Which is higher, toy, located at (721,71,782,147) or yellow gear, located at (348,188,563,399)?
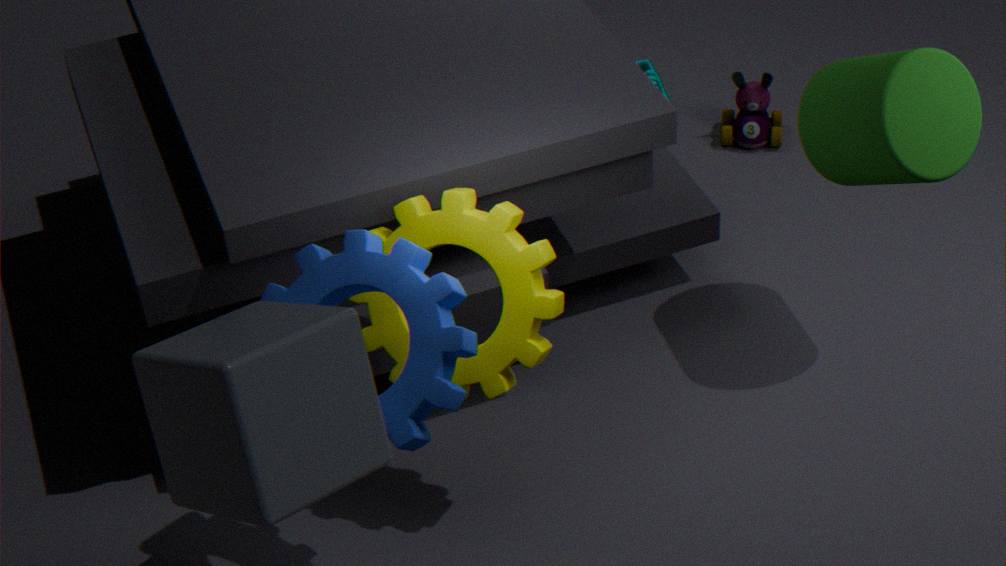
yellow gear, located at (348,188,563,399)
